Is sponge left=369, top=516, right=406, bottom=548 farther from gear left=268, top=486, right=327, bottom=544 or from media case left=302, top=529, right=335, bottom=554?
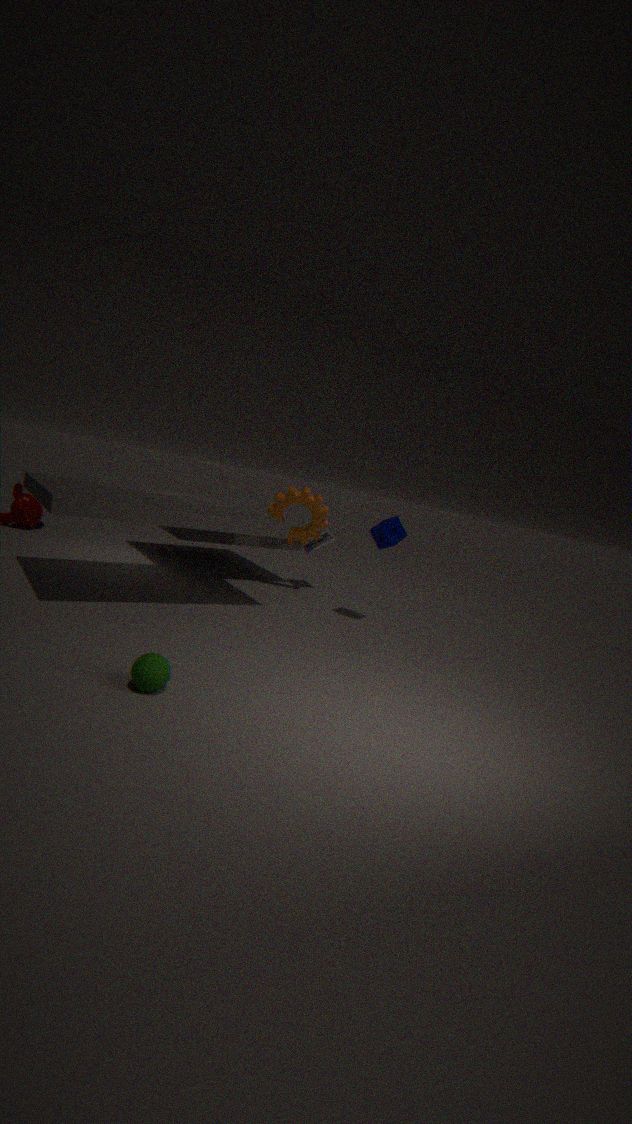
media case left=302, top=529, right=335, bottom=554
